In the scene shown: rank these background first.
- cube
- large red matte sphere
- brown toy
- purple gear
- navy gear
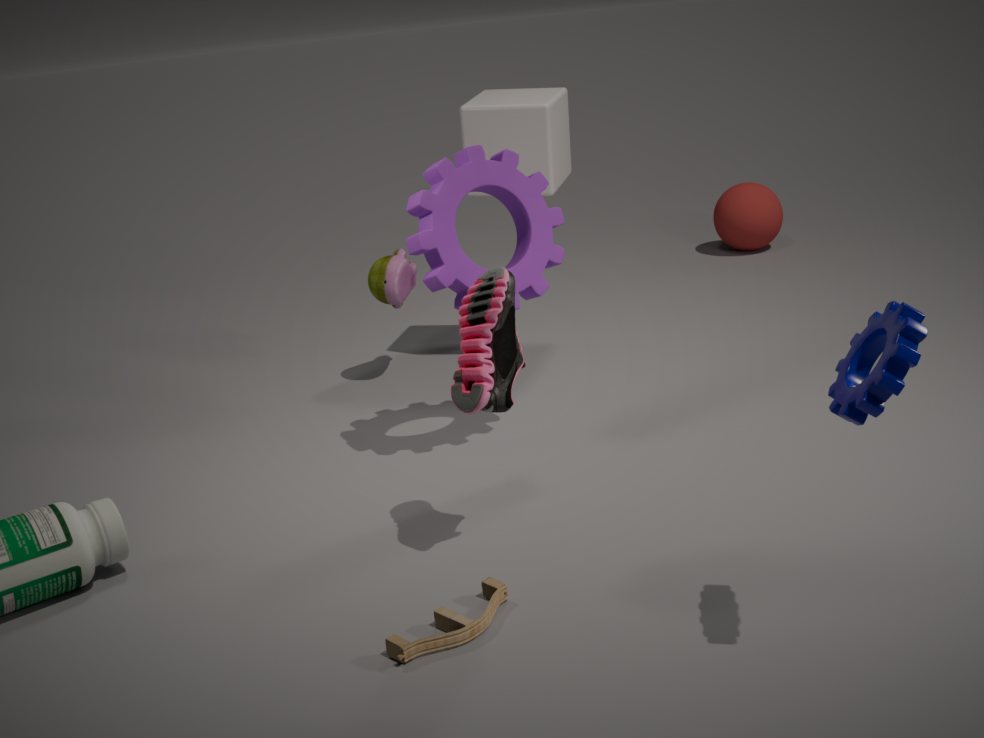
large red matte sphere, cube, purple gear, brown toy, navy gear
